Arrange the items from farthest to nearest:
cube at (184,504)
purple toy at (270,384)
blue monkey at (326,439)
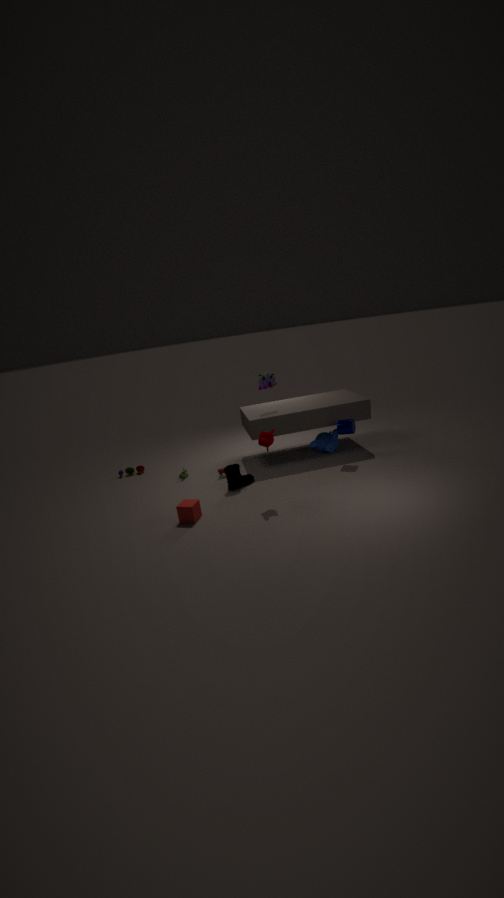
blue monkey at (326,439) → purple toy at (270,384) → cube at (184,504)
